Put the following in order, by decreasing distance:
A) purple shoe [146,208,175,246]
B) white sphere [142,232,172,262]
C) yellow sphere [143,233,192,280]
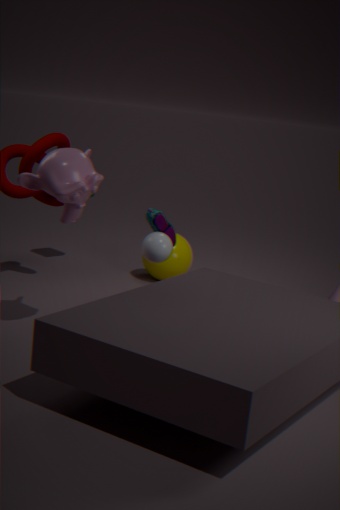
1. yellow sphere [143,233,192,280]
2. purple shoe [146,208,175,246]
3. white sphere [142,232,172,262]
